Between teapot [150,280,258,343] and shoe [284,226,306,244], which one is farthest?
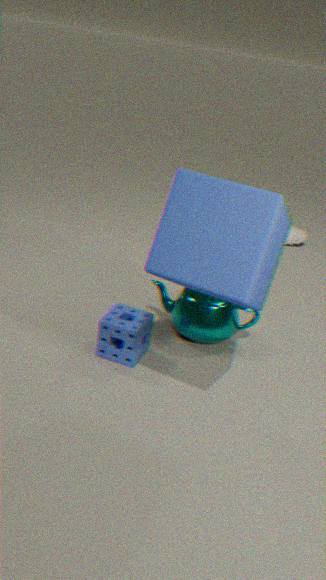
shoe [284,226,306,244]
